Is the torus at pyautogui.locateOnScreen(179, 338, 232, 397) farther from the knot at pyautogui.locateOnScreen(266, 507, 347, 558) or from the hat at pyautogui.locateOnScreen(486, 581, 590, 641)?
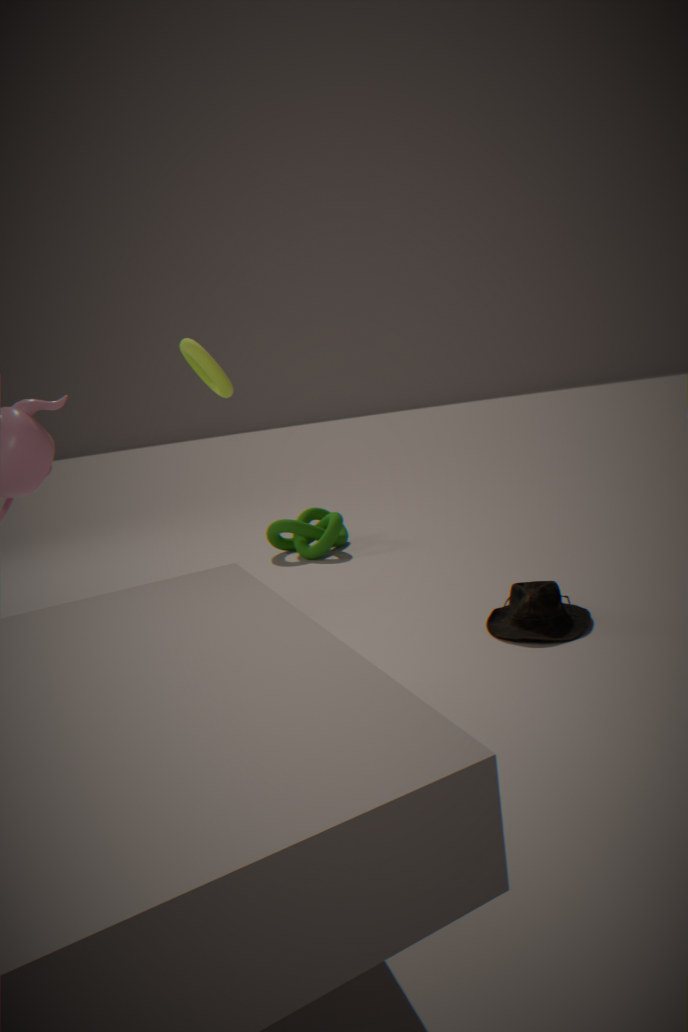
the knot at pyautogui.locateOnScreen(266, 507, 347, 558)
